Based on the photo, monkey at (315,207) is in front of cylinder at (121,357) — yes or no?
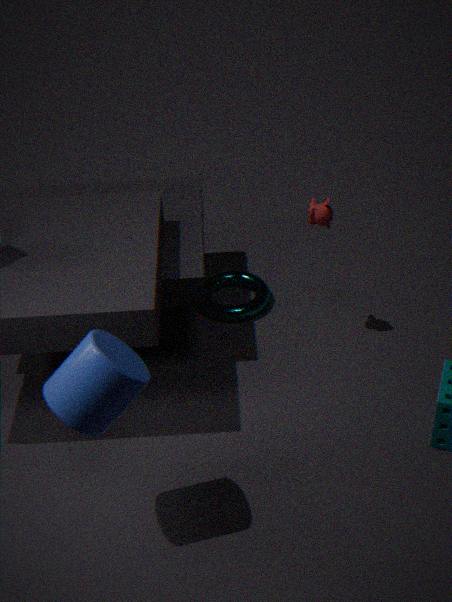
No
